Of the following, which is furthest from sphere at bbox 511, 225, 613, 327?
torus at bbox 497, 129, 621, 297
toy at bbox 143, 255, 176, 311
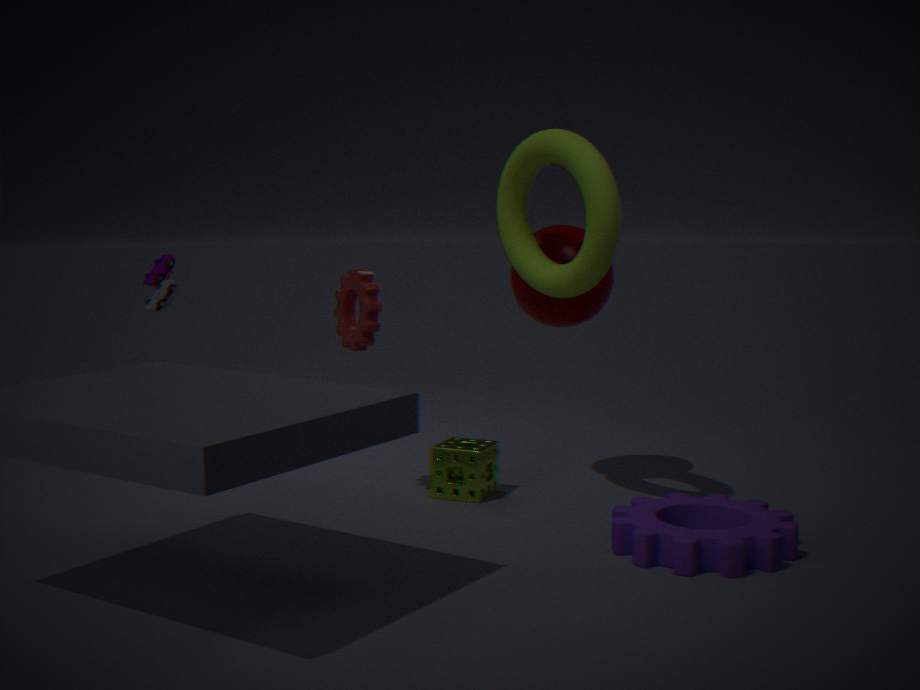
toy at bbox 143, 255, 176, 311
